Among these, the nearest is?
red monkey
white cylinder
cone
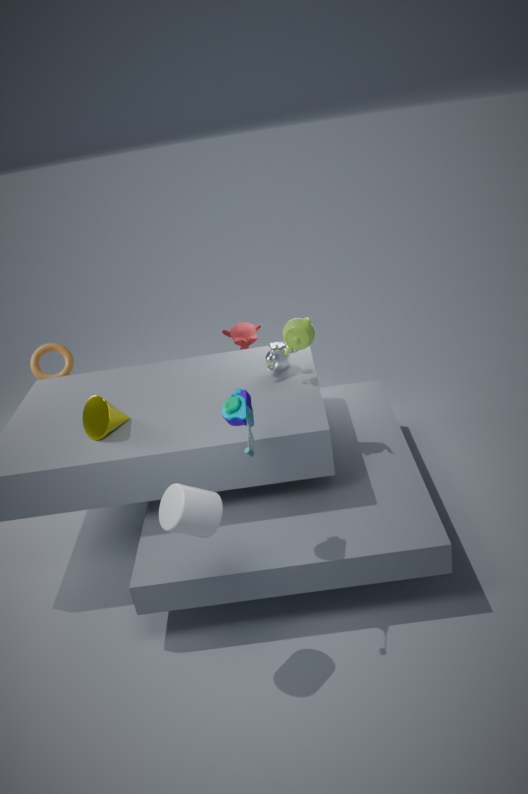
white cylinder
